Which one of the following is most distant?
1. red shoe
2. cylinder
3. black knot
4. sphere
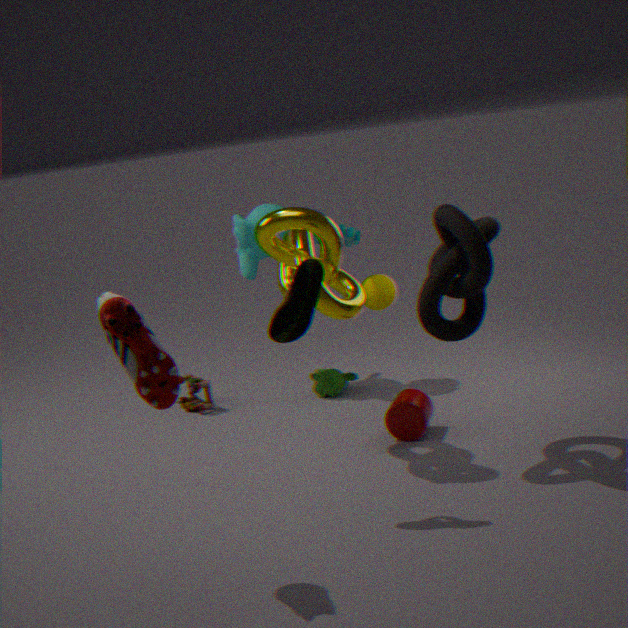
sphere
